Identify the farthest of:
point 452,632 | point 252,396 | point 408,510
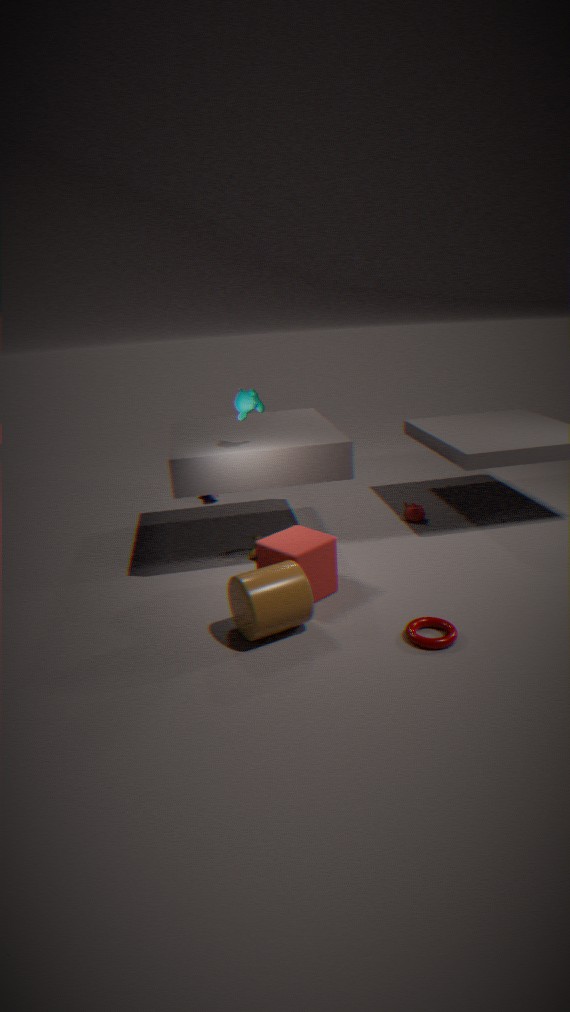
point 408,510
